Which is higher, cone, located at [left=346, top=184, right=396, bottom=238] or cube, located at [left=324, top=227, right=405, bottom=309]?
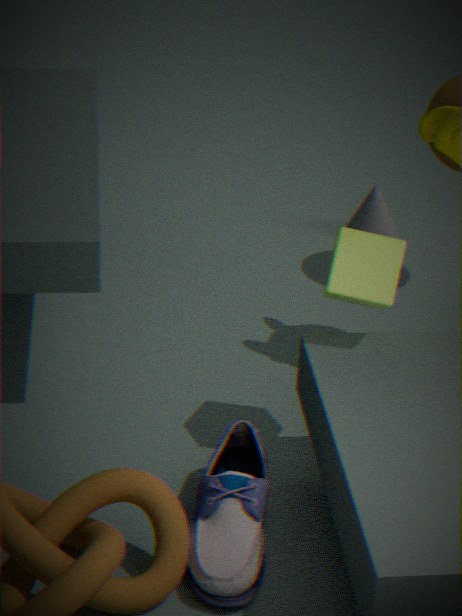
cube, located at [left=324, top=227, right=405, bottom=309]
